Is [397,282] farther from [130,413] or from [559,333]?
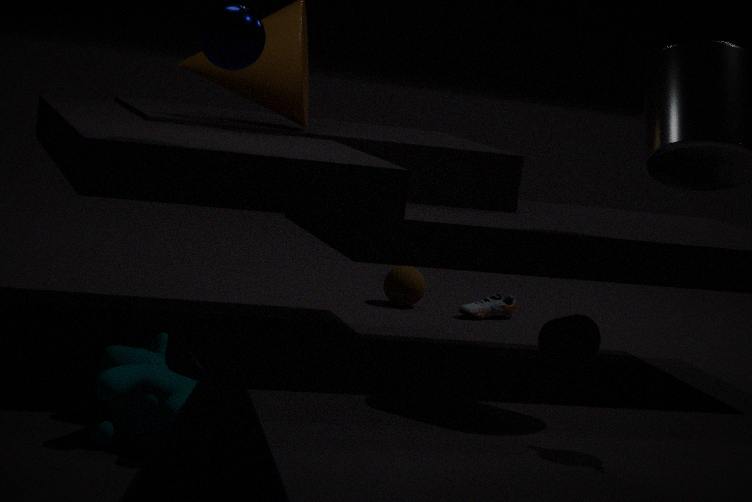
[130,413]
